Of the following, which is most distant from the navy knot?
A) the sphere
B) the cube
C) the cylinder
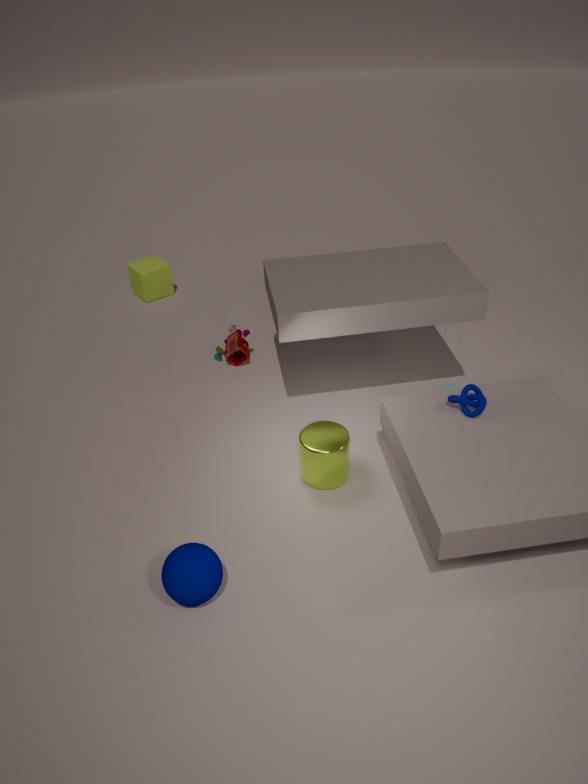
the cube
